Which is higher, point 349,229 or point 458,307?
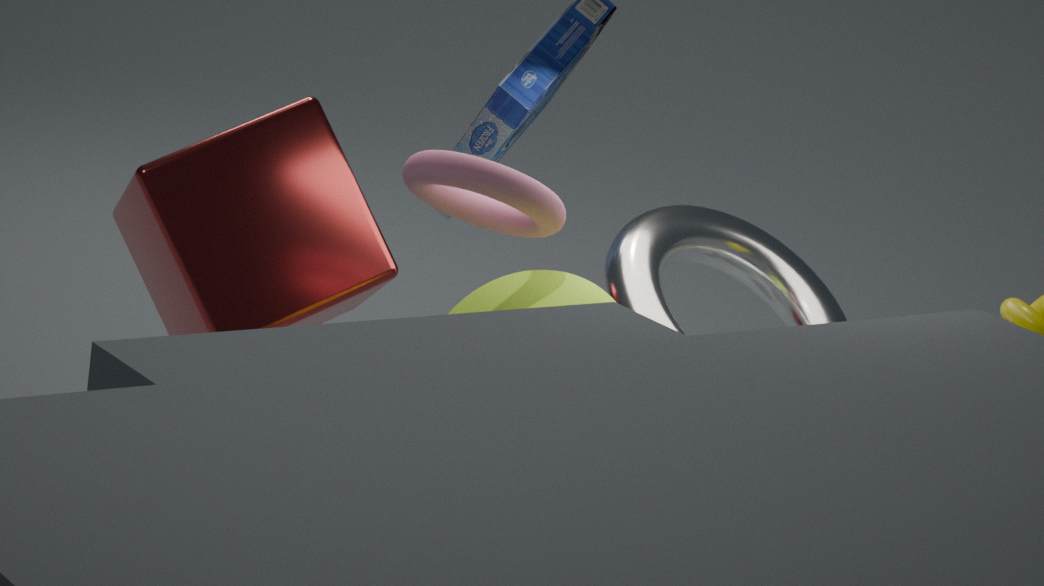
point 349,229
